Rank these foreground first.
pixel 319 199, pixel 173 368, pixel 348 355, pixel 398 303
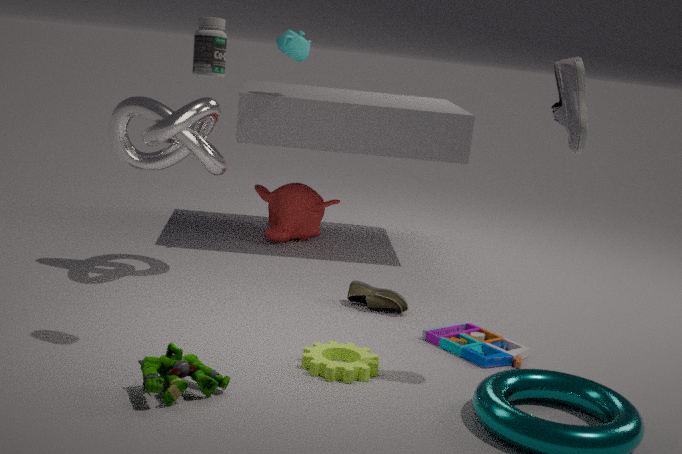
pixel 173 368 → pixel 348 355 → pixel 398 303 → pixel 319 199
